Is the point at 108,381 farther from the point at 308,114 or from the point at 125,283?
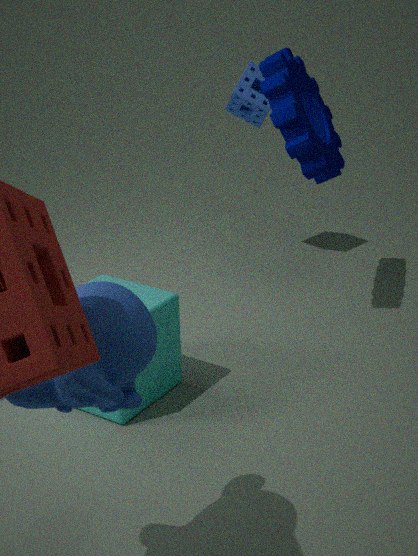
the point at 308,114
